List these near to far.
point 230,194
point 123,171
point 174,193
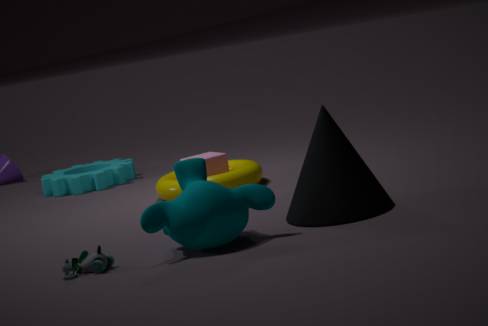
point 230,194 < point 174,193 < point 123,171
